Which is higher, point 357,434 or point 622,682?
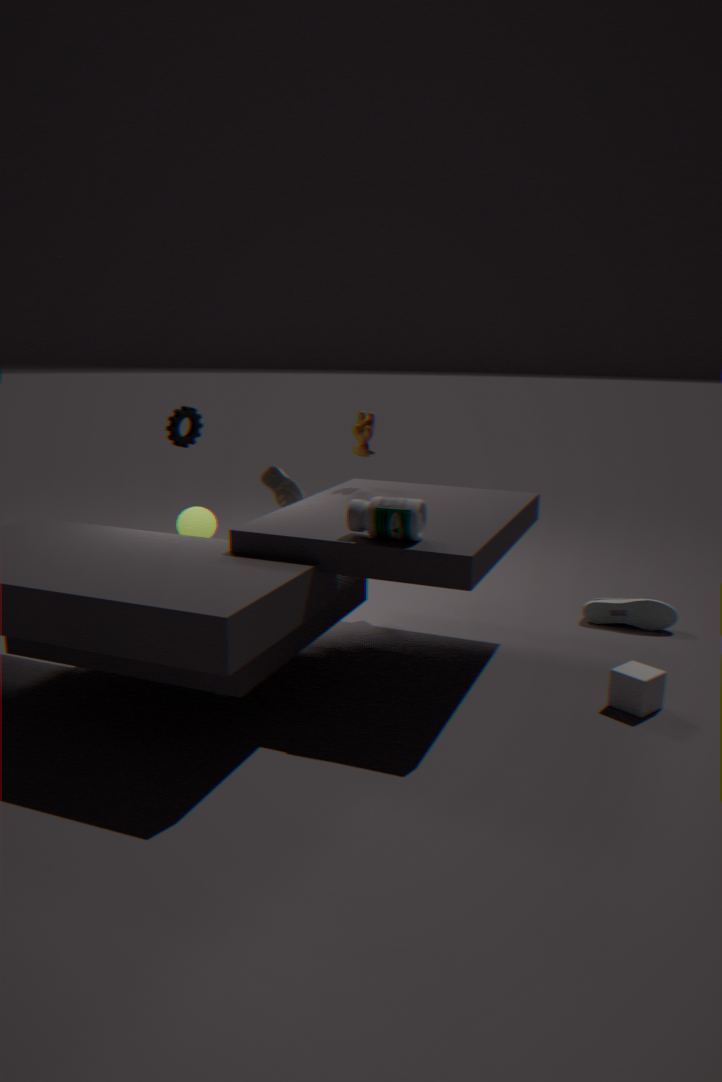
point 357,434
